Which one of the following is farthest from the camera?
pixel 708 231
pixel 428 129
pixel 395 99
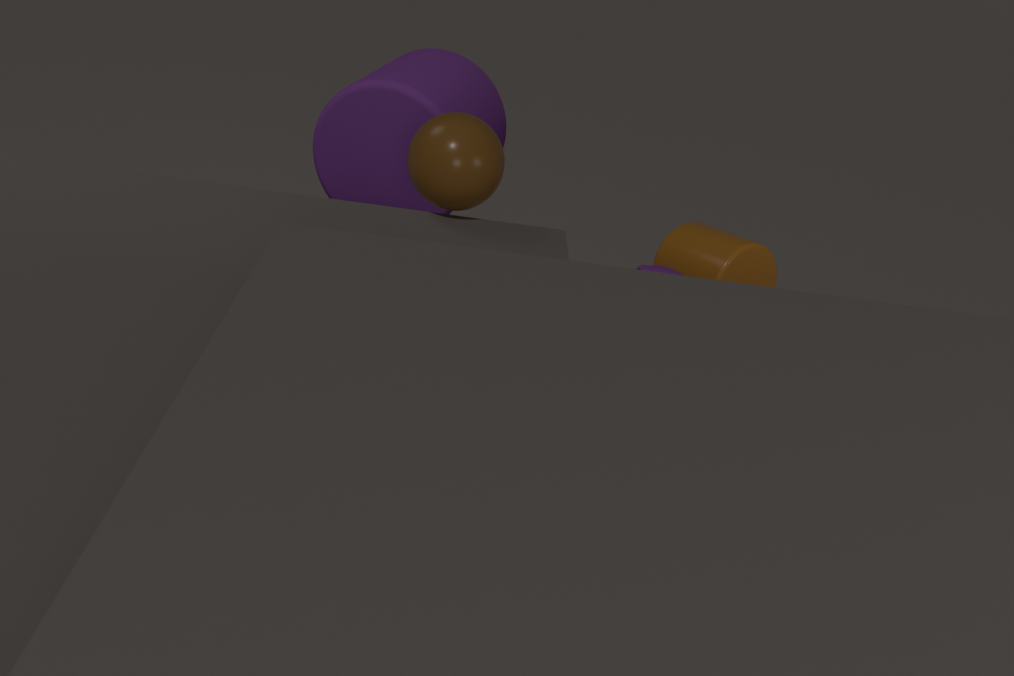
pixel 395 99
